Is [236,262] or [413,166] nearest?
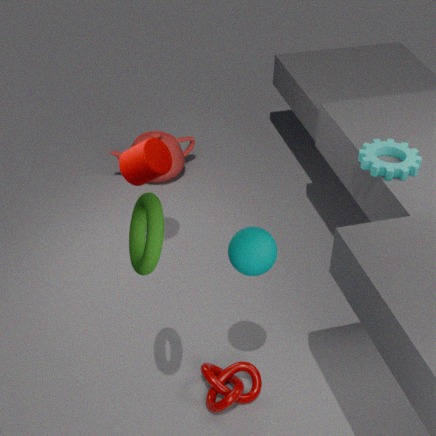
[236,262]
